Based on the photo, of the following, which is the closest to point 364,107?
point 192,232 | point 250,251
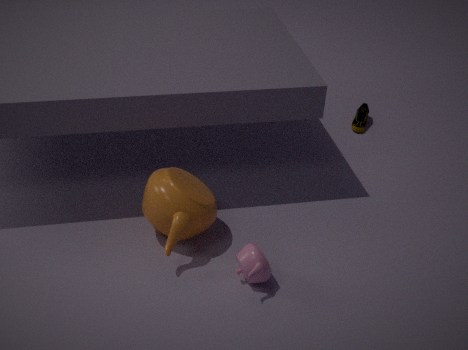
point 192,232
